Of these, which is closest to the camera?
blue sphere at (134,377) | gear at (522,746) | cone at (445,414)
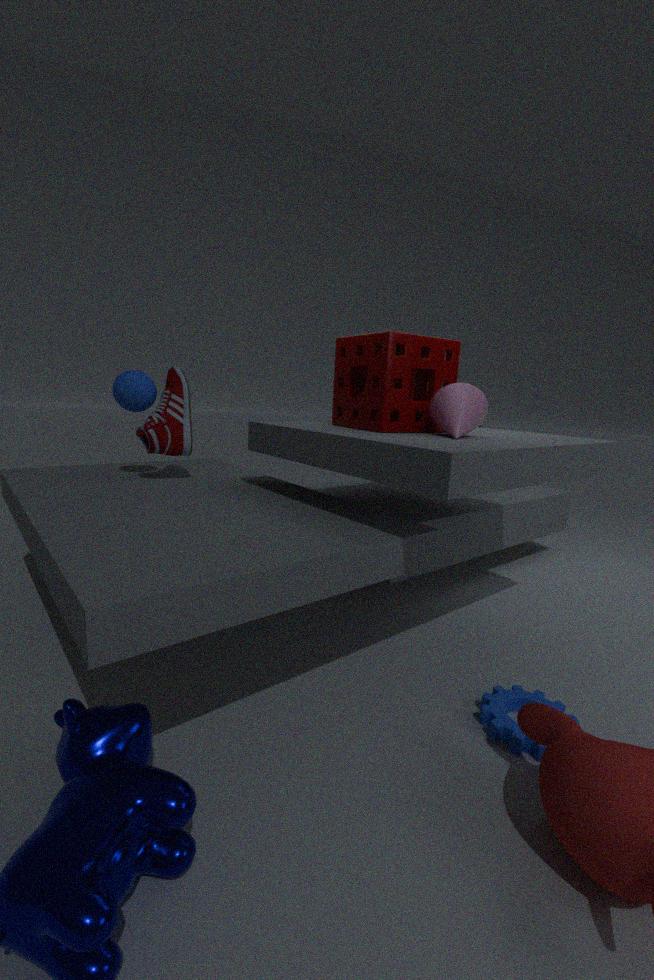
gear at (522,746)
